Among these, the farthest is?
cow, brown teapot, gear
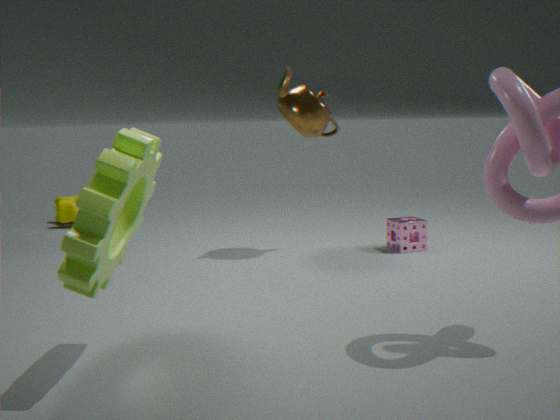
cow
